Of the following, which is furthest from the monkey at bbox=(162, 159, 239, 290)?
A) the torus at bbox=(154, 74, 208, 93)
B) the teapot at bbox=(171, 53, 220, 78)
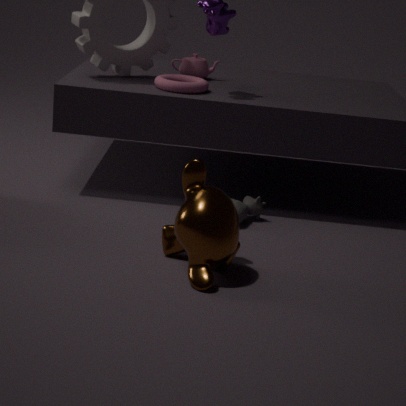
the teapot at bbox=(171, 53, 220, 78)
